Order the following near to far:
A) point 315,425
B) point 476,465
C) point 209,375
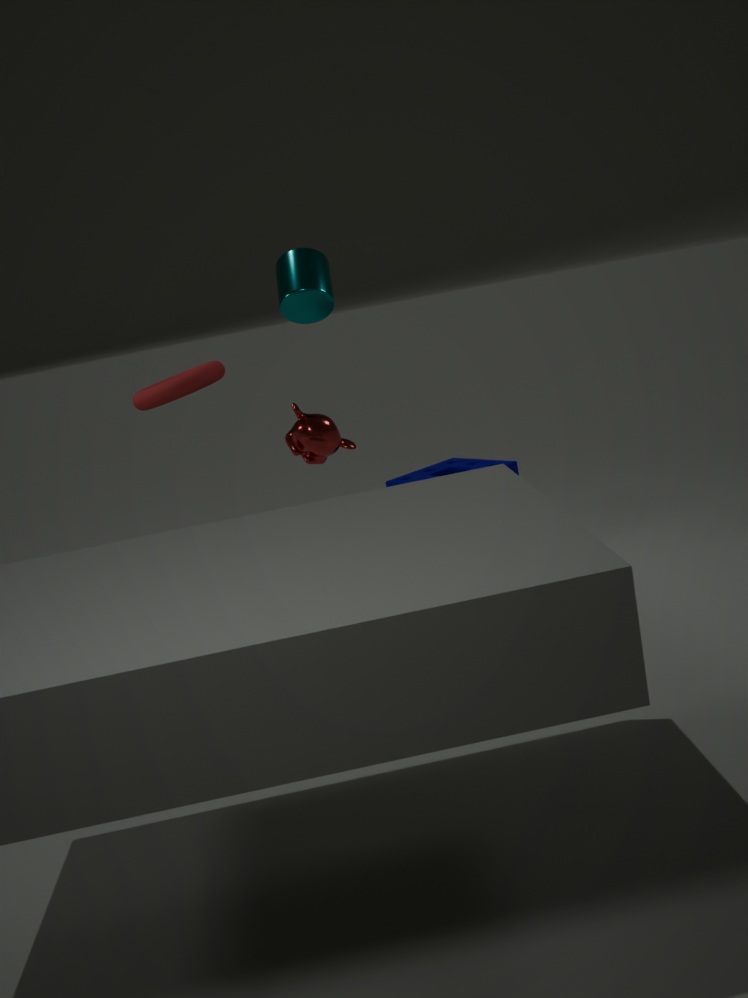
point 209,375, point 315,425, point 476,465
